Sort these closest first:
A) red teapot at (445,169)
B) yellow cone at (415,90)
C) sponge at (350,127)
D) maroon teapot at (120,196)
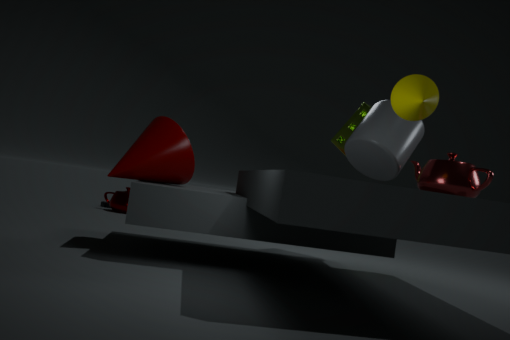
yellow cone at (415,90) → red teapot at (445,169) → sponge at (350,127) → maroon teapot at (120,196)
